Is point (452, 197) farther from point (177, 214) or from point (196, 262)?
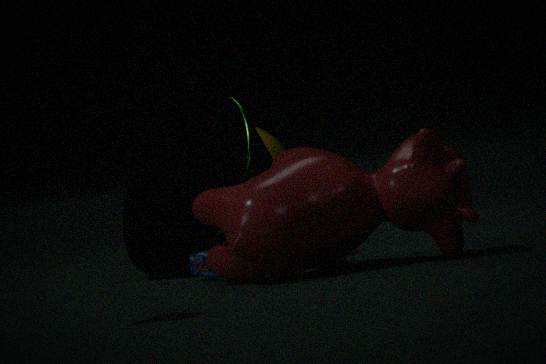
point (177, 214)
